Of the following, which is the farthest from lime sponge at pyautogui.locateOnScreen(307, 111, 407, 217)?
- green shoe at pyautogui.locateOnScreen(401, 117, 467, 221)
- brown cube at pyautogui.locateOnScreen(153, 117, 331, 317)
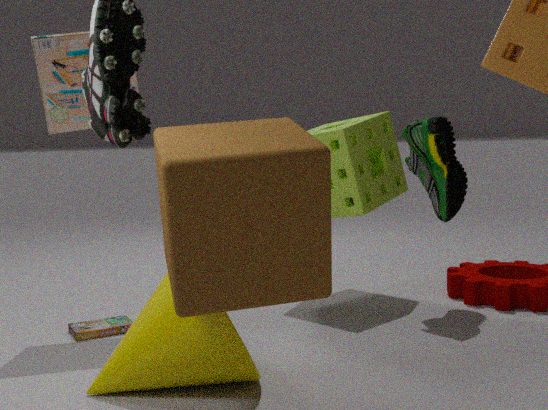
brown cube at pyautogui.locateOnScreen(153, 117, 331, 317)
